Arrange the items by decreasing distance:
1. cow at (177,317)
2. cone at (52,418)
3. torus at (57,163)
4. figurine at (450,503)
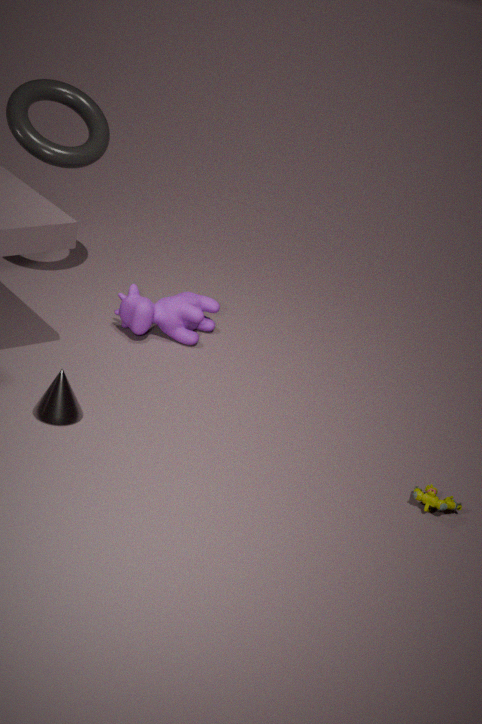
1. cow at (177,317)
2. torus at (57,163)
3. cone at (52,418)
4. figurine at (450,503)
